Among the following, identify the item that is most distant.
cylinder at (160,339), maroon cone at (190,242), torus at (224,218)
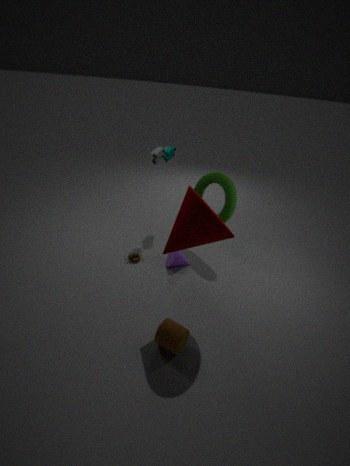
torus at (224,218)
